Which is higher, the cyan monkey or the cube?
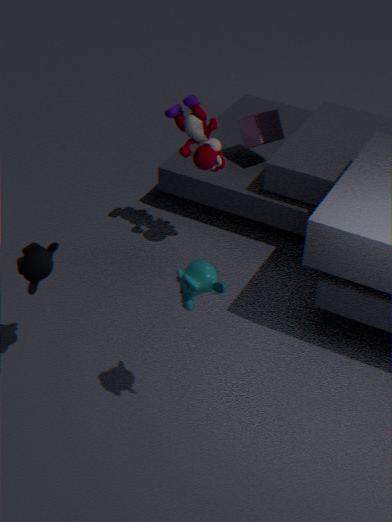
the cyan monkey
